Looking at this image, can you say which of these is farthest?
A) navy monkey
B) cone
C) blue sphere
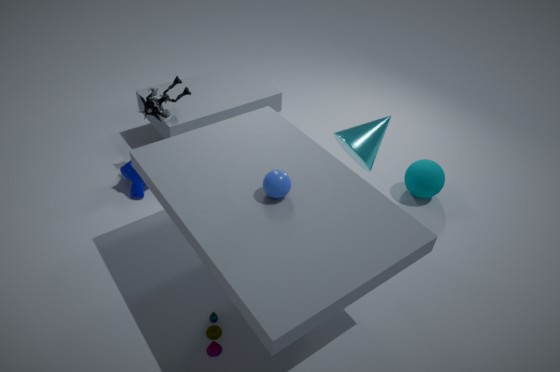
navy monkey
